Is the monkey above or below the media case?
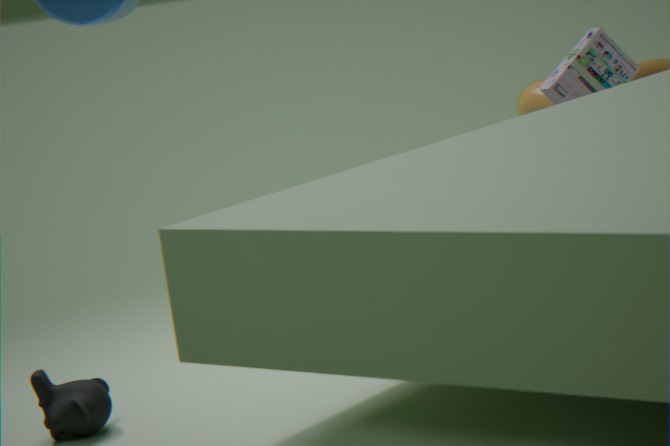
below
